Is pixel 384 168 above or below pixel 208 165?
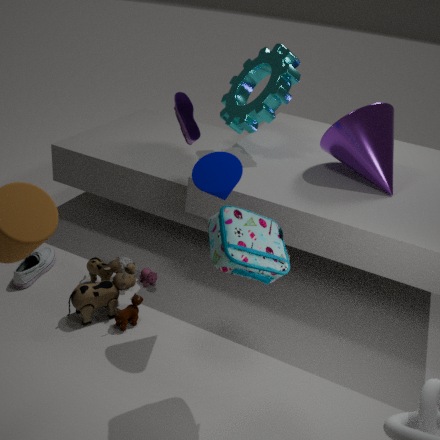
above
